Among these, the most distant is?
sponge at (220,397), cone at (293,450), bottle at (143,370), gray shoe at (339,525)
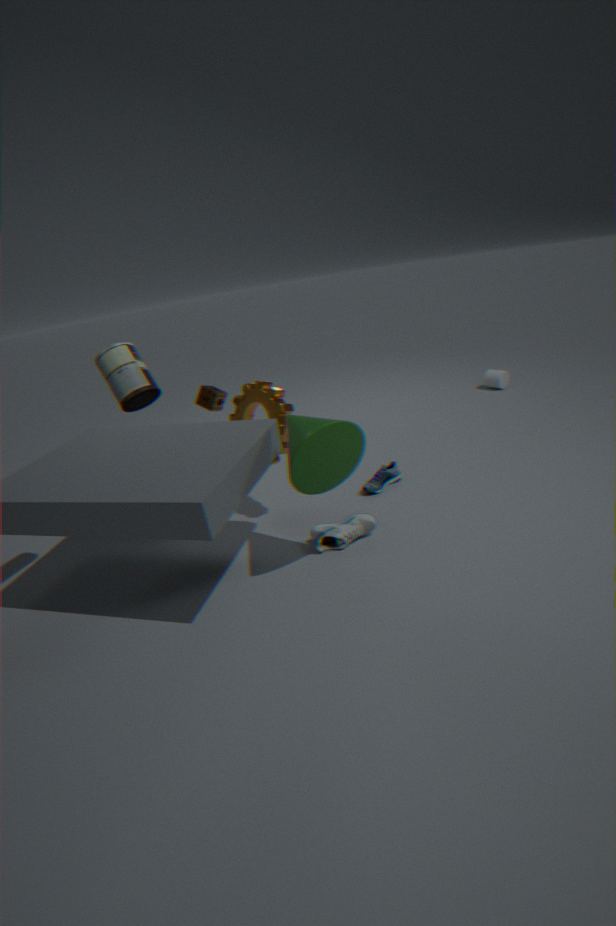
sponge at (220,397)
